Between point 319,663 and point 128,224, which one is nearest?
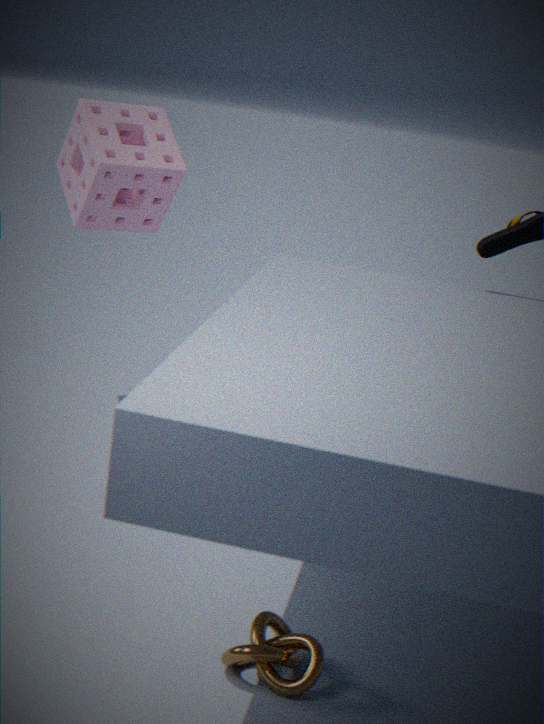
point 319,663
